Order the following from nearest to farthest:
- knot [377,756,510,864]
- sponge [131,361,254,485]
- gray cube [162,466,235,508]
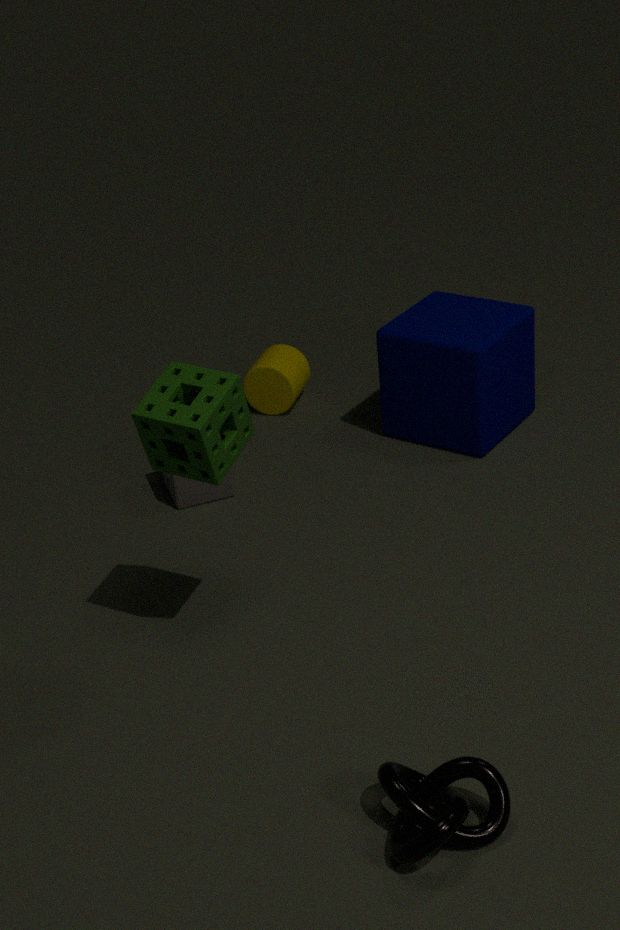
knot [377,756,510,864], sponge [131,361,254,485], gray cube [162,466,235,508]
